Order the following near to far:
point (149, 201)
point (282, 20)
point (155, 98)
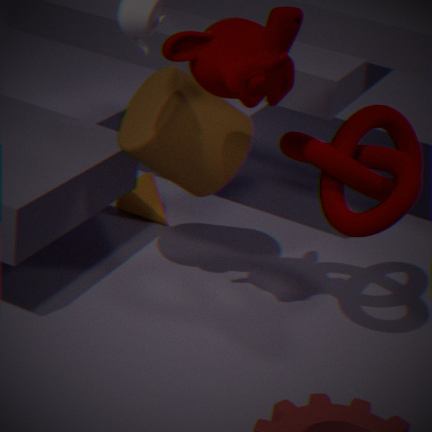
point (282, 20), point (155, 98), point (149, 201)
